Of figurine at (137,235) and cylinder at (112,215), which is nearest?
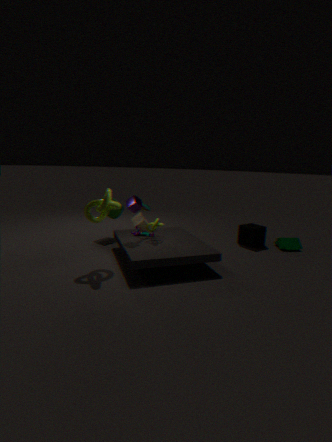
figurine at (137,235)
